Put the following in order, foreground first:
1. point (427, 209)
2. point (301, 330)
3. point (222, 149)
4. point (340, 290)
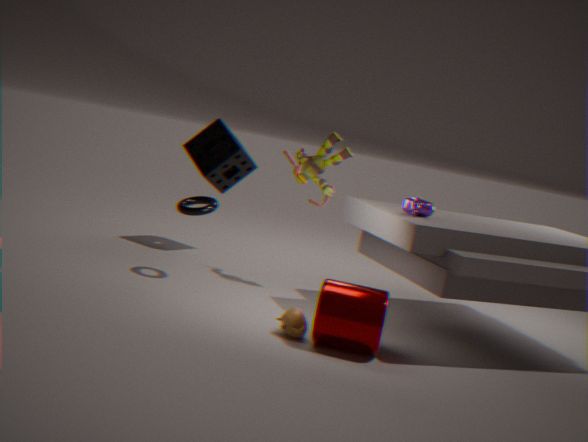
point (340, 290), point (301, 330), point (427, 209), point (222, 149)
